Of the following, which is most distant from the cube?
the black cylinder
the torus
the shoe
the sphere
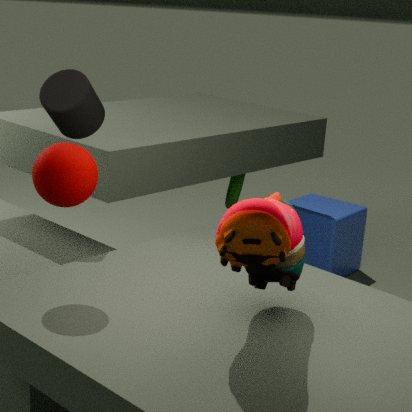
the sphere
